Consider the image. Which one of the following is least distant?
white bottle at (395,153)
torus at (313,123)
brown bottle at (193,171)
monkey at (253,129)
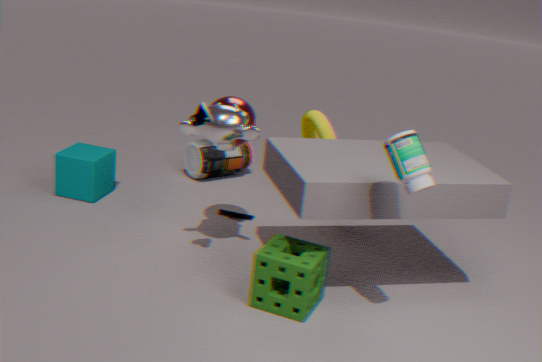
white bottle at (395,153)
